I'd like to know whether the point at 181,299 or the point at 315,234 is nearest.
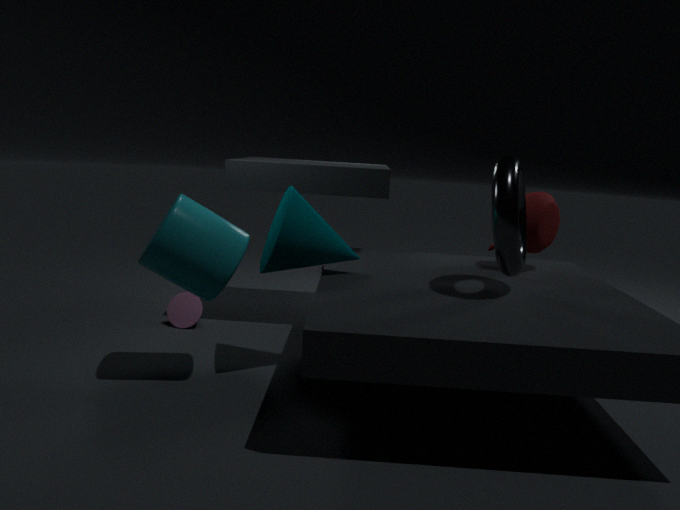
the point at 315,234
